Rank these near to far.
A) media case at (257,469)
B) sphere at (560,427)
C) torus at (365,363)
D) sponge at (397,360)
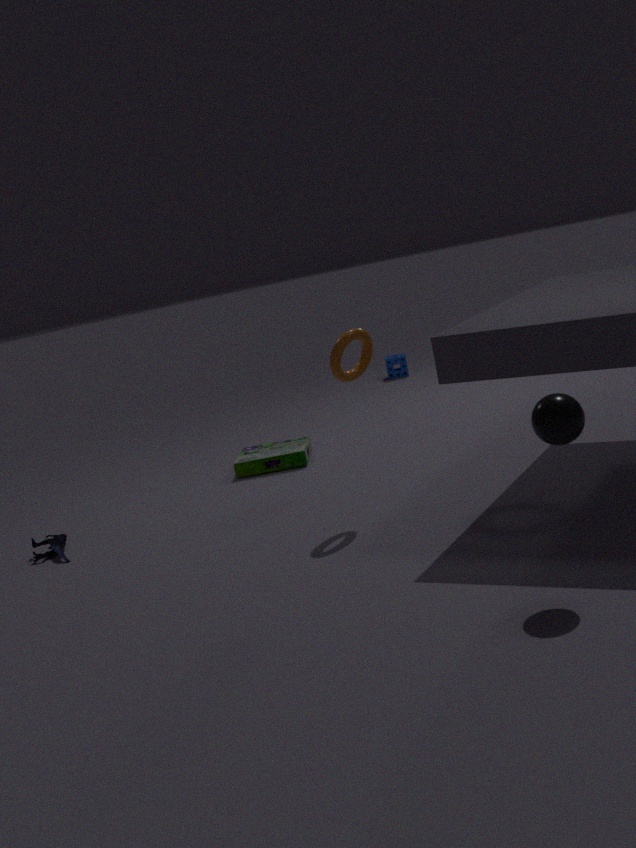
1. sphere at (560,427)
2. torus at (365,363)
3. media case at (257,469)
4. sponge at (397,360)
